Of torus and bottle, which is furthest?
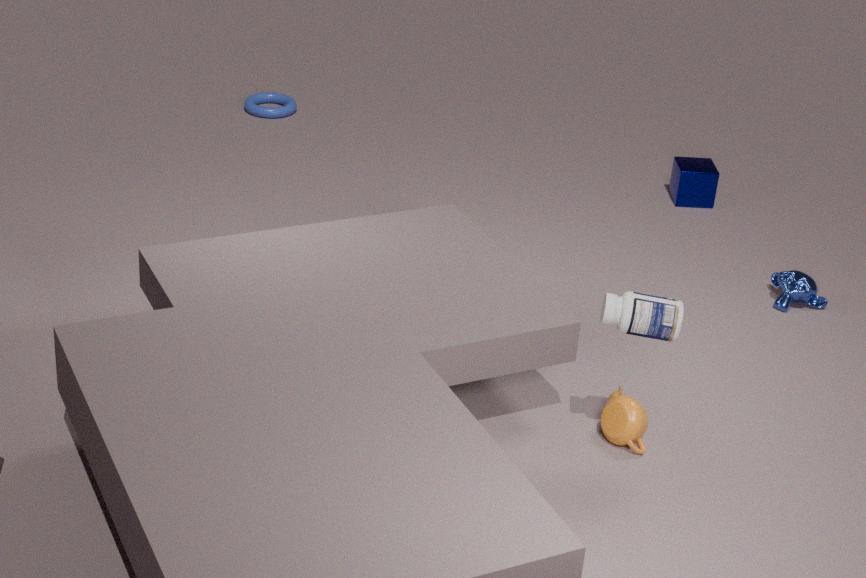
torus
